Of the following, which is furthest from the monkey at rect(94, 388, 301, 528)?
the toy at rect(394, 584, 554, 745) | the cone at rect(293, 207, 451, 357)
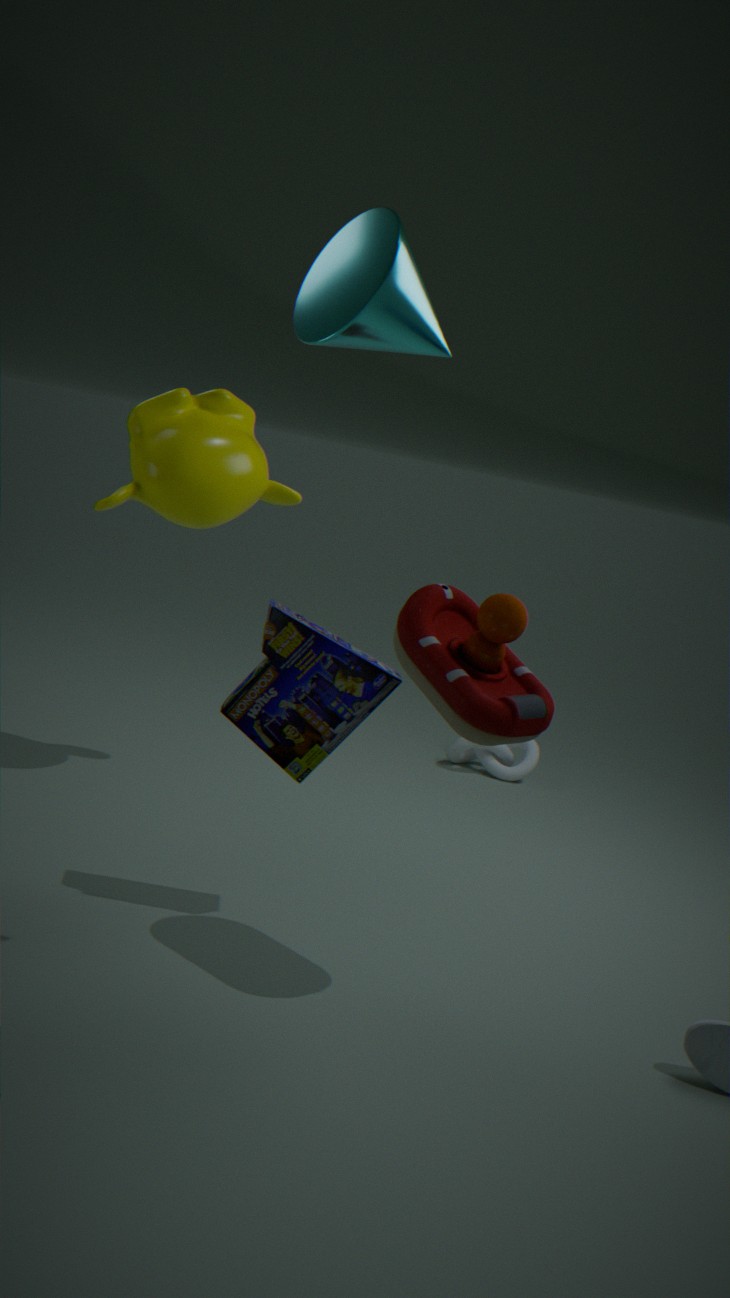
the cone at rect(293, 207, 451, 357)
